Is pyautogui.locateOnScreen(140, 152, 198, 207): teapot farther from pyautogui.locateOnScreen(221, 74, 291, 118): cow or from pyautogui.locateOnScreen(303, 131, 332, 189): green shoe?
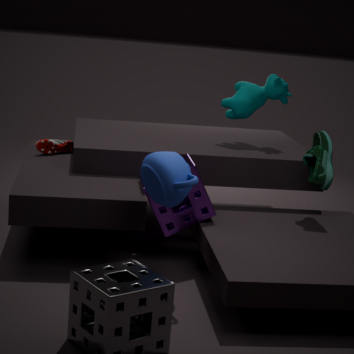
pyautogui.locateOnScreen(221, 74, 291, 118): cow
